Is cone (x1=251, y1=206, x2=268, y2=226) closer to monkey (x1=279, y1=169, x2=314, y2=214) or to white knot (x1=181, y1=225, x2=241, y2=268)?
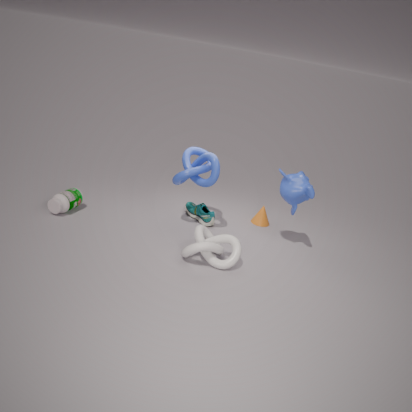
monkey (x1=279, y1=169, x2=314, y2=214)
